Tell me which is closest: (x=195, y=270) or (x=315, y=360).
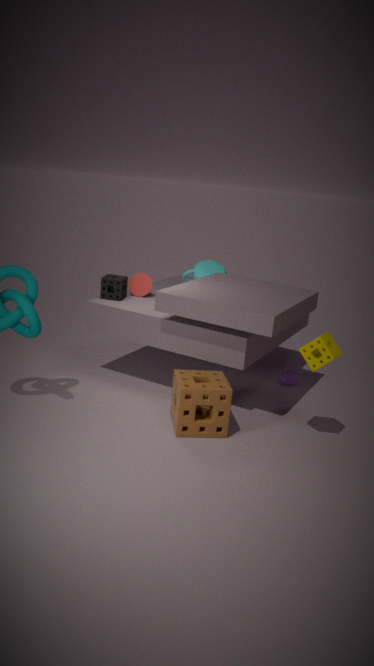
(x=315, y=360)
